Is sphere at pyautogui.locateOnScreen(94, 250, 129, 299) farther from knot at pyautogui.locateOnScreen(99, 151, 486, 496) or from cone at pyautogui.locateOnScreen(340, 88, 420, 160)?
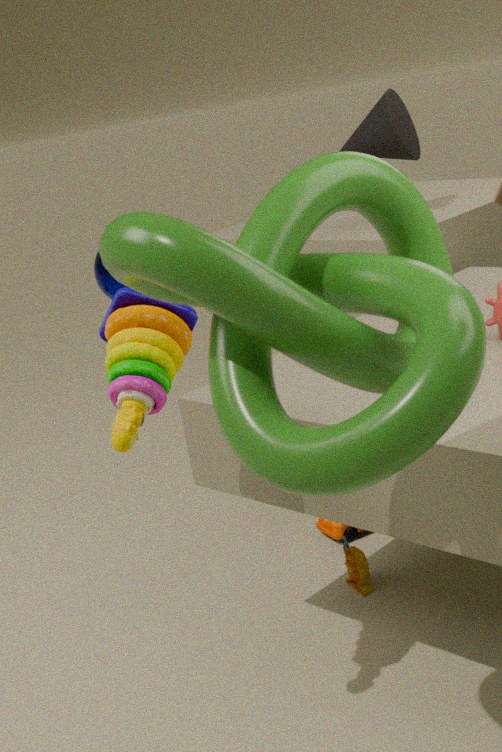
knot at pyautogui.locateOnScreen(99, 151, 486, 496)
